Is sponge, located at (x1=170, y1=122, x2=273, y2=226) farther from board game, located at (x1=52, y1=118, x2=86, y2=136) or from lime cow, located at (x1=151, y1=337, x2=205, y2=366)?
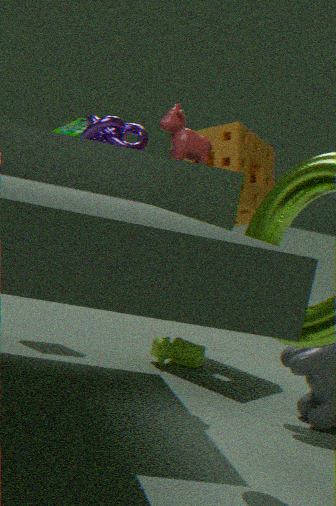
lime cow, located at (x1=151, y1=337, x2=205, y2=366)
